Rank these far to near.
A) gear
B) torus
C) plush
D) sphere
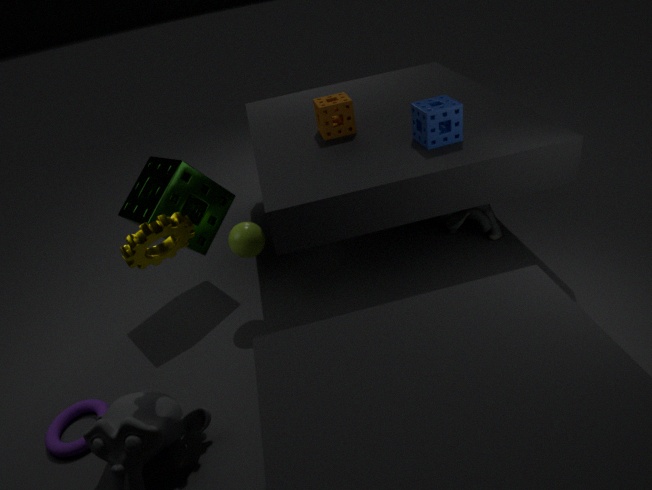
1. plush
2. sphere
3. torus
4. gear
